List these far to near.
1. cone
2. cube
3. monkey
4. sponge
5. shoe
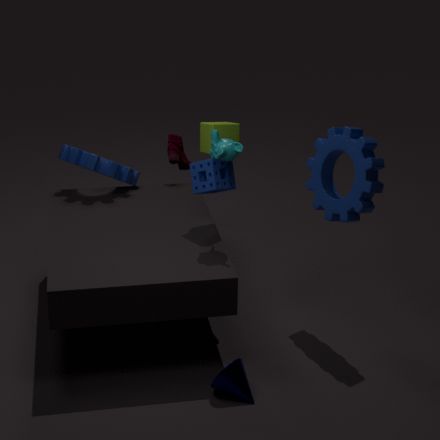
1. shoe
2. cube
3. sponge
4. monkey
5. cone
